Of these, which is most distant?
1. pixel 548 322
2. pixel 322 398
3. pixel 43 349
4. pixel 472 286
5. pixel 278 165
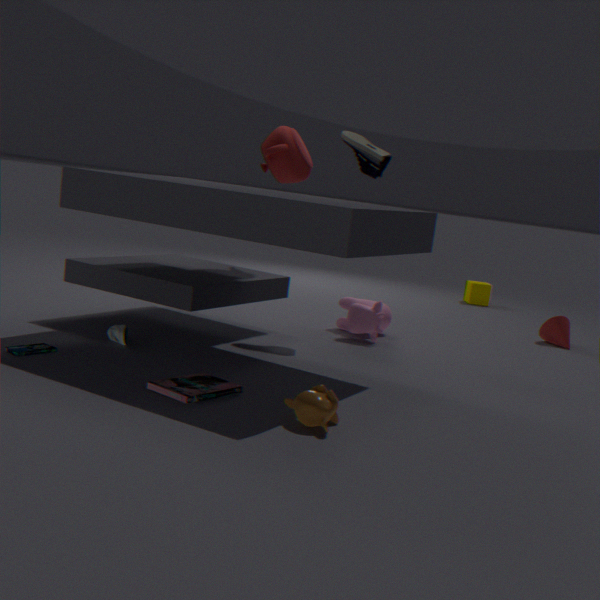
pixel 472 286
